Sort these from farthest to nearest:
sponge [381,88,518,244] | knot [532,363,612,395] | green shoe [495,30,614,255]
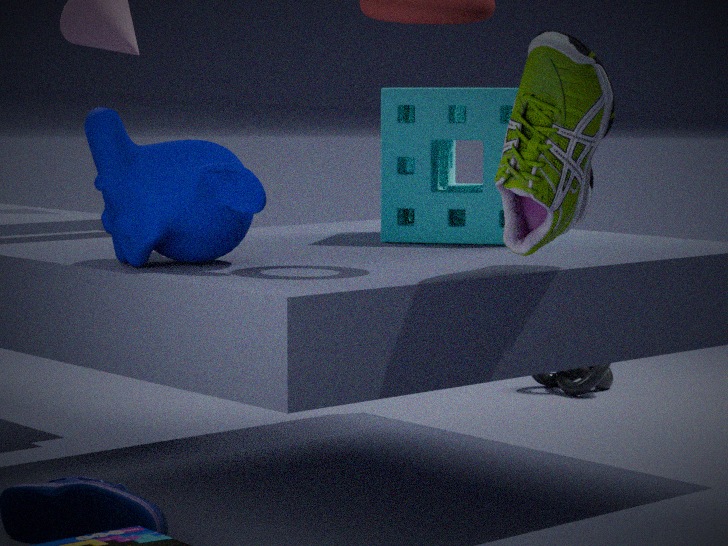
knot [532,363,612,395]
sponge [381,88,518,244]
green shoe [495,30,614,255]
